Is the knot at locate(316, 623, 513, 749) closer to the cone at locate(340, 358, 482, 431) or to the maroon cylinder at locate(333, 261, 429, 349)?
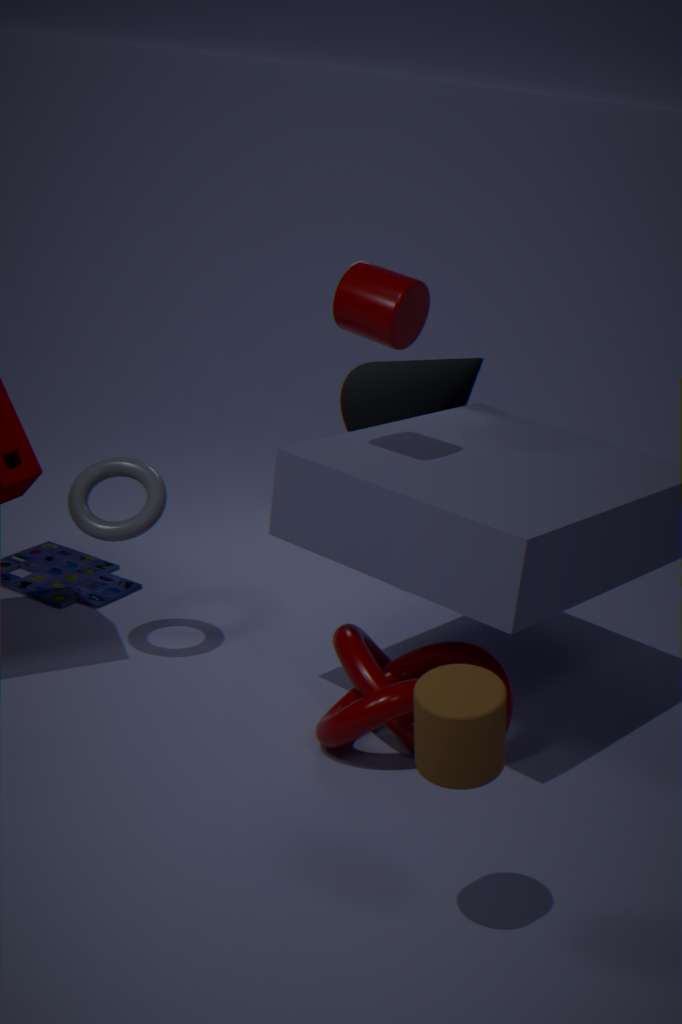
the cone at locate(340, 358, 482, 431)
